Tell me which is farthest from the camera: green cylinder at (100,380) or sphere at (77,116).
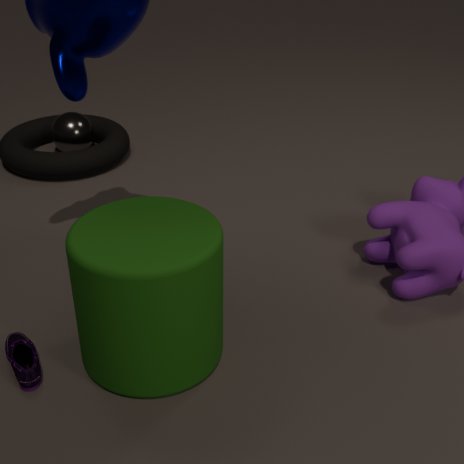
sphere at (77,116)
